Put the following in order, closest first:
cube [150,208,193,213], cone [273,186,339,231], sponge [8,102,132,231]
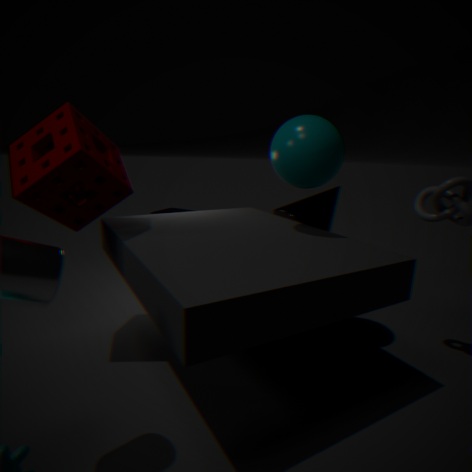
sponge [8,102,132,231] → cone [273,186,339,231] → cube [150,208,193,213]
